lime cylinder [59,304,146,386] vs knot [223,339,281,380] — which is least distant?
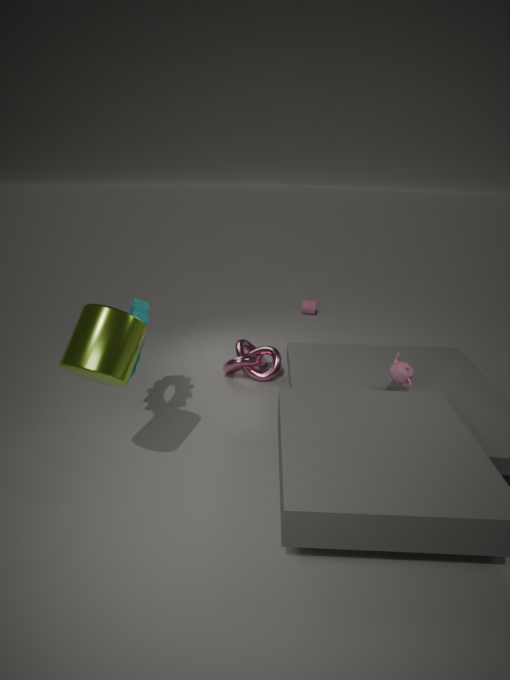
lime cylinder [59,304,146,386]
